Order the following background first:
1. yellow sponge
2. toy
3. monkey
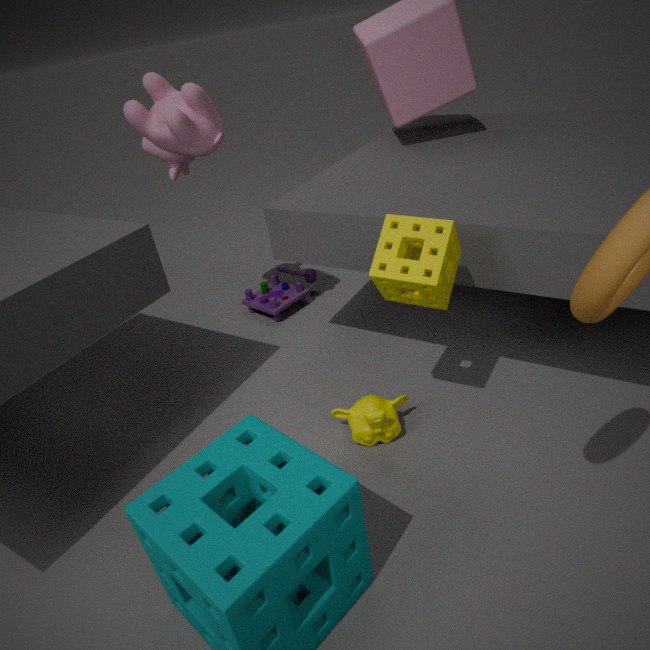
toy < monkey < yellow sponge
